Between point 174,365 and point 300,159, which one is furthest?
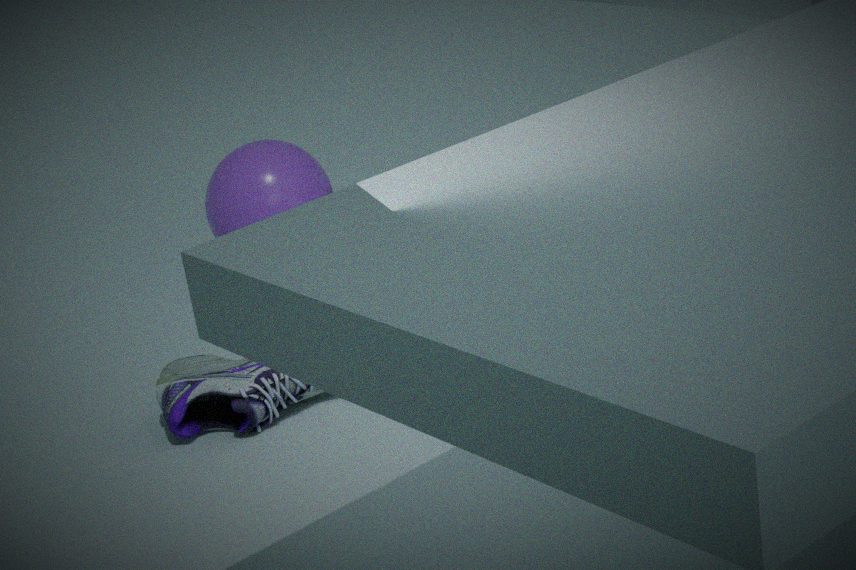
point 300,159
